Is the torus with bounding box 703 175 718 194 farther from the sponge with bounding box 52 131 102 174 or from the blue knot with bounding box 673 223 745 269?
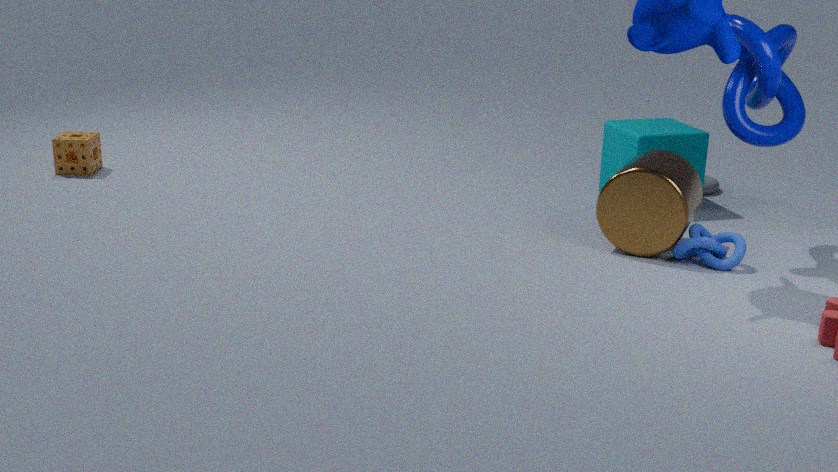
the sponge with bounding box 52 131 102 174
